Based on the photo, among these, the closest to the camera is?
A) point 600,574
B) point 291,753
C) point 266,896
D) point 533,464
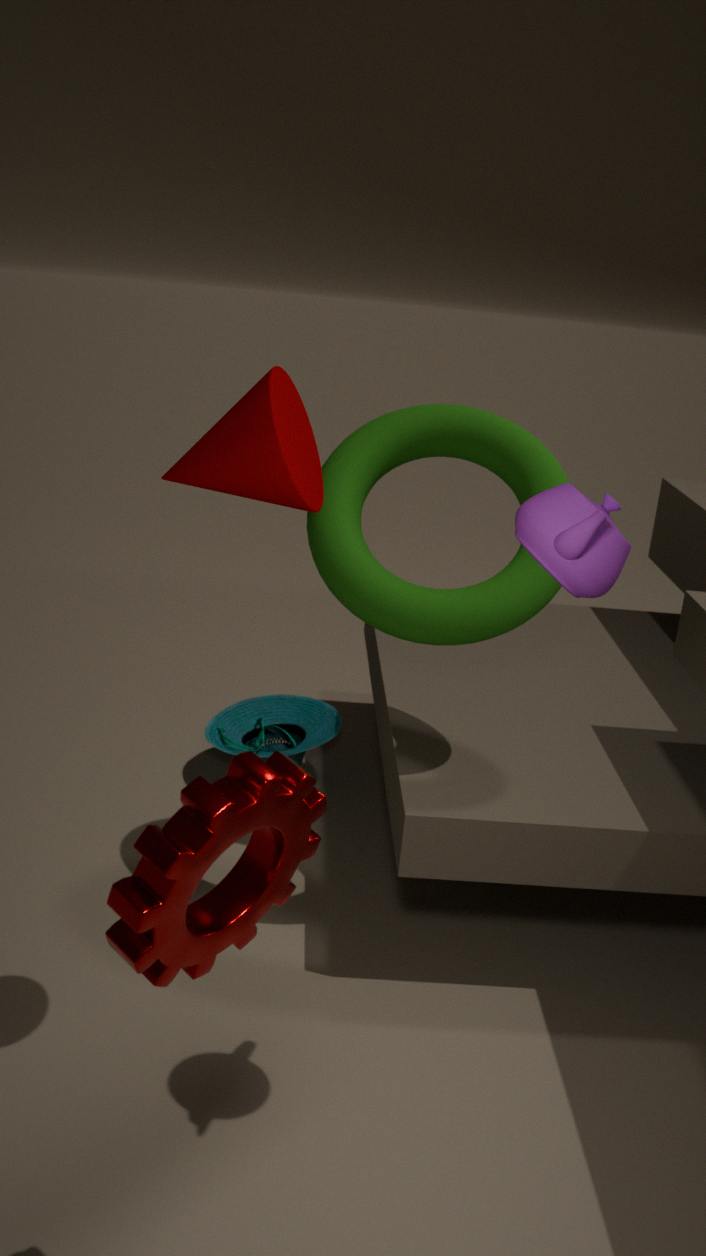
point 266,896
